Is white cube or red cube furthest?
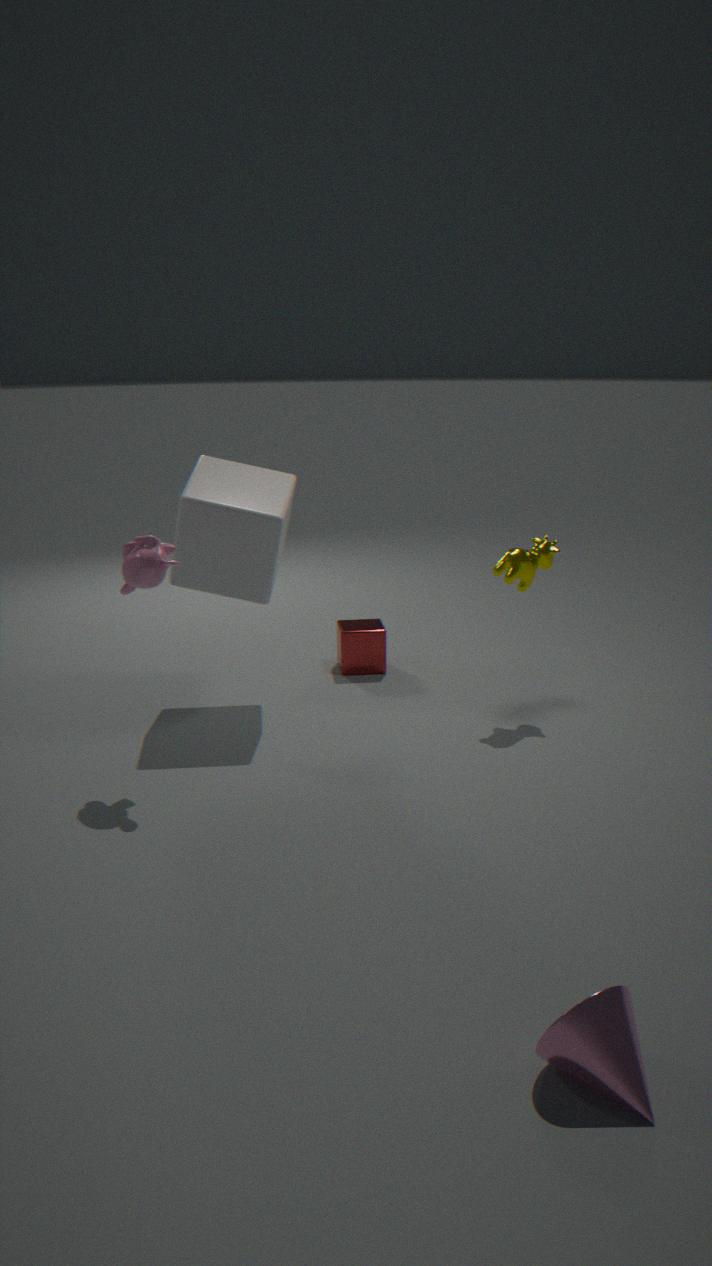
red cube
